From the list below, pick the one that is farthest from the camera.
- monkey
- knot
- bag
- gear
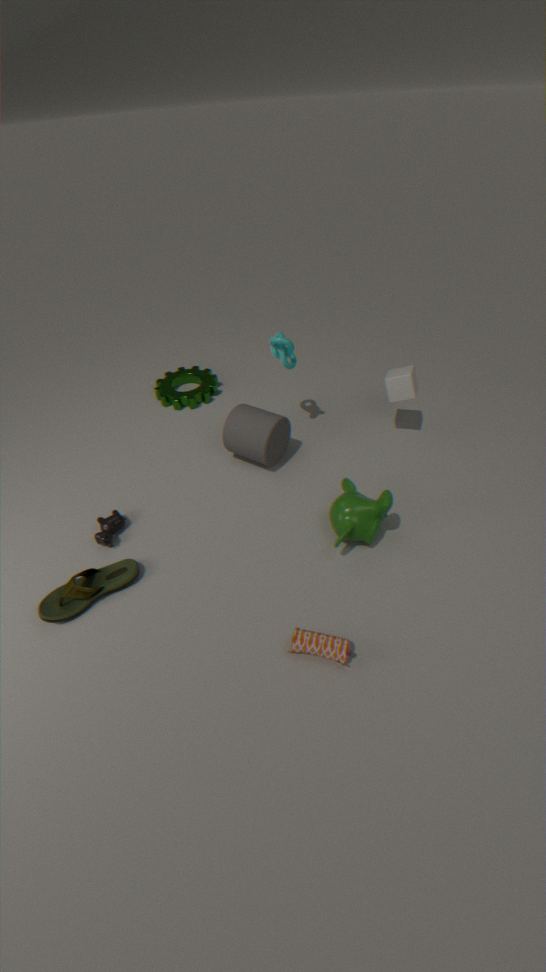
gear
